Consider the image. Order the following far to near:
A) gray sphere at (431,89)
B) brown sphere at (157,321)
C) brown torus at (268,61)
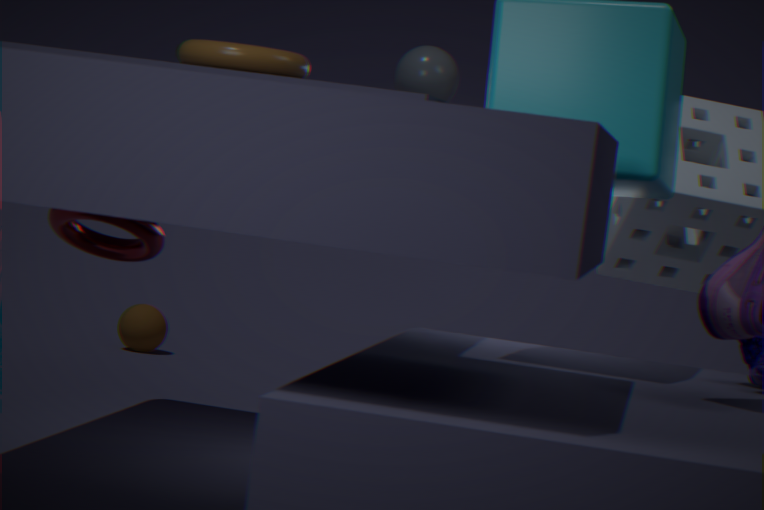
1. brown sphere at (157,321)
2. gray sphere at (431,89)
3. brown torus at (268,61)
